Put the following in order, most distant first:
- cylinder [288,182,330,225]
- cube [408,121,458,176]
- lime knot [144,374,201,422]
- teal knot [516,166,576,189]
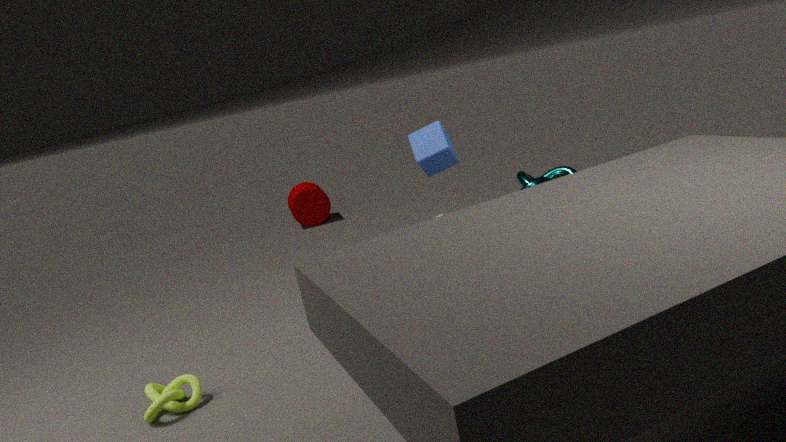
1. cylinder [288,182,330,225]
2. teal knot [516,166,576,189]
3. cube [408,121,458,176]
4. lime knot [144,374,201,422]
